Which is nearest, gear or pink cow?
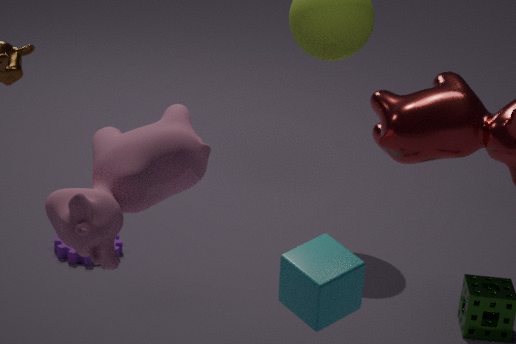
pink cow
